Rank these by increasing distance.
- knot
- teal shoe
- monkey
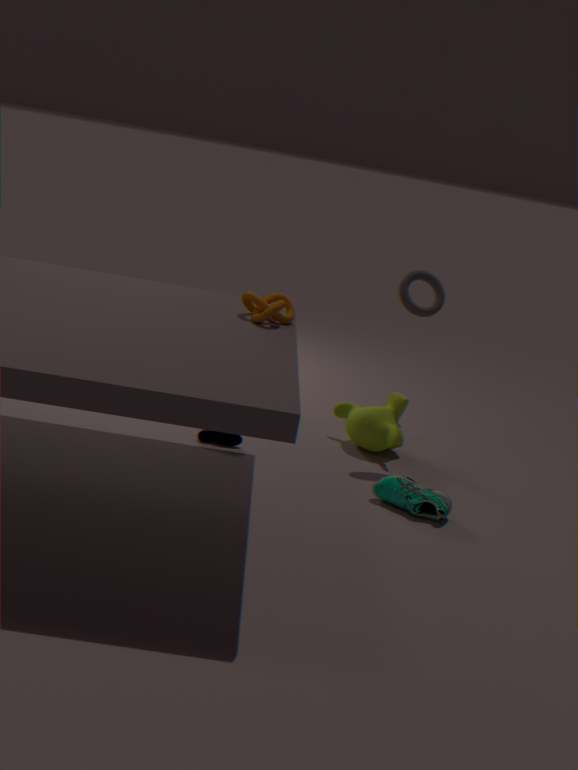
knot → teal shoe → monkey
